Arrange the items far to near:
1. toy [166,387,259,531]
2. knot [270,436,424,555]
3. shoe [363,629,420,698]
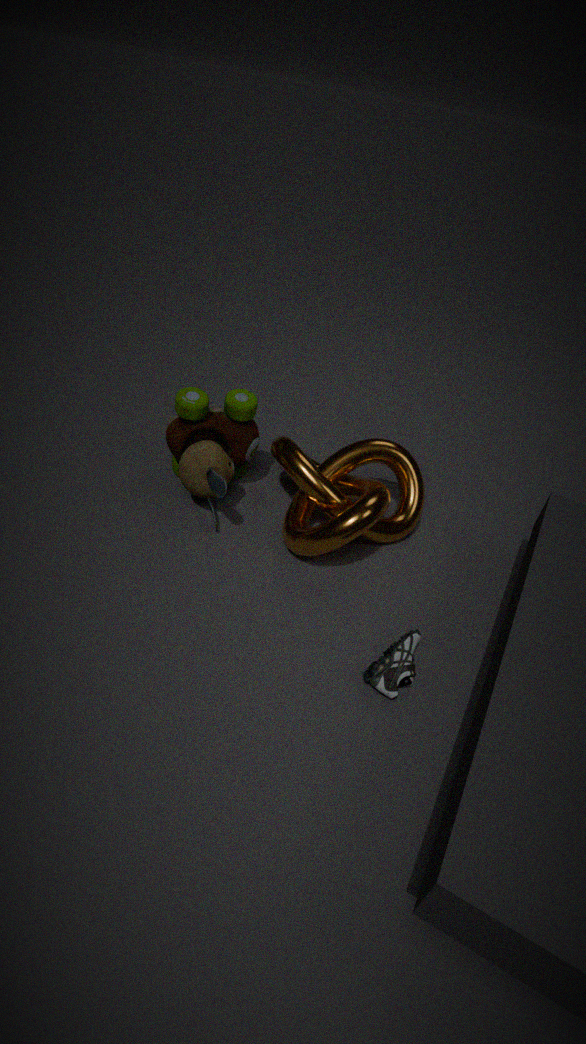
toy [166,387,259,531] < knot [270,436,424,555] < shoe [363,629,420,698]
